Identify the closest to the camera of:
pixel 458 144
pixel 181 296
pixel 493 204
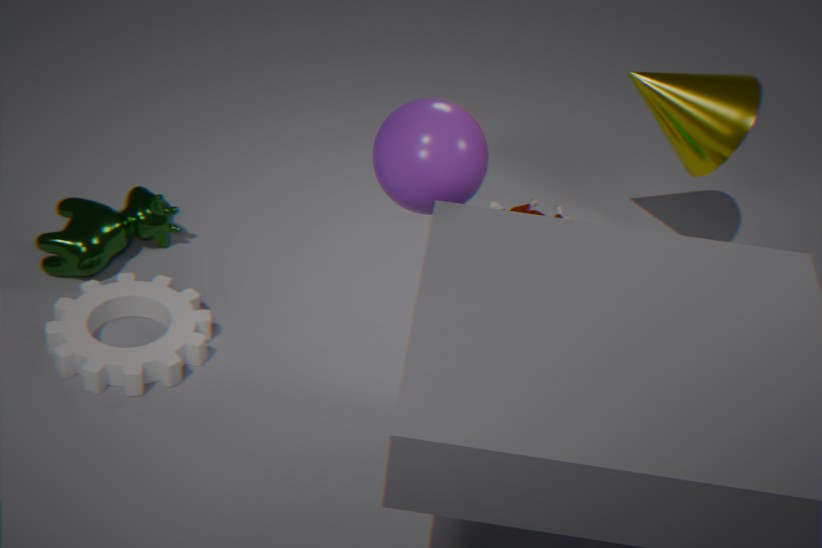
pixel 458 144
